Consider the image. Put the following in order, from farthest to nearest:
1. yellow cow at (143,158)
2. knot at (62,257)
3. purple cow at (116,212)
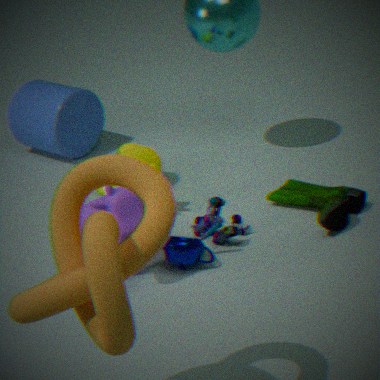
1. yellow cow at (143,158)
2. purple cow at (116,212)
3. knot at (62,257)
